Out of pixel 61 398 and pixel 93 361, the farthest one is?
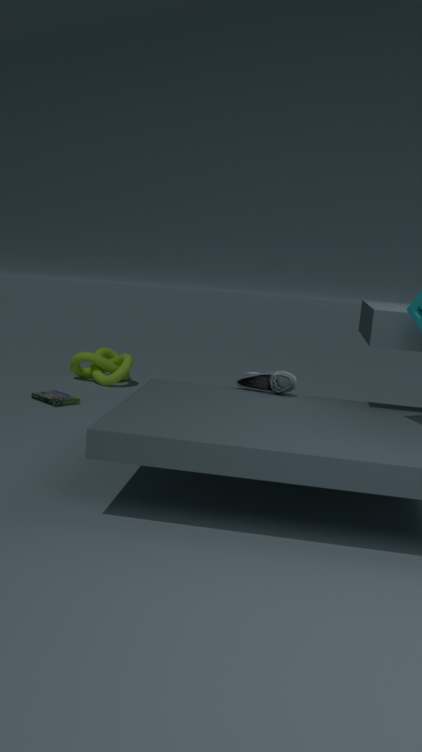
pixel 93 361
